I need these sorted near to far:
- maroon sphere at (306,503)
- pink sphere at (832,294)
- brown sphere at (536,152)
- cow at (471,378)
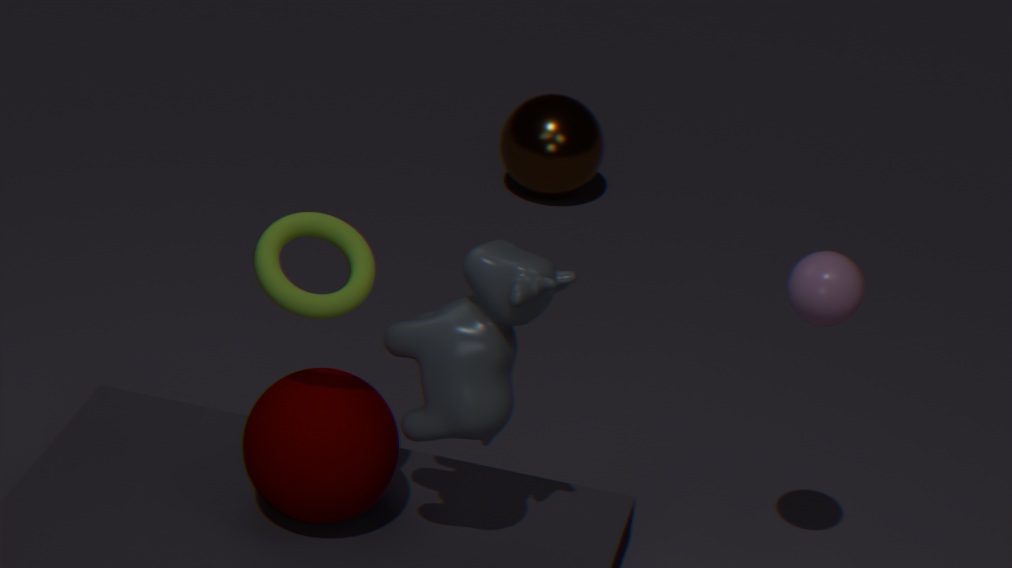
cow at (471,378)
maroon sphere at (306,503)
pink sphere at (832,294)
brown sphere at (536,152)
